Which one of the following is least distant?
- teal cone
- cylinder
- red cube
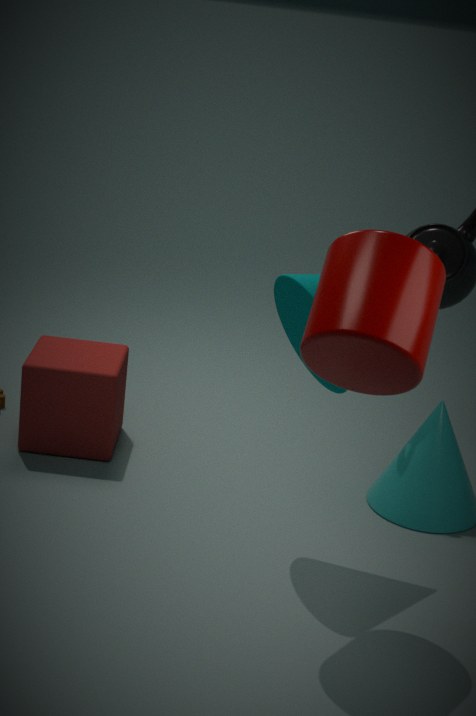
cylinder
